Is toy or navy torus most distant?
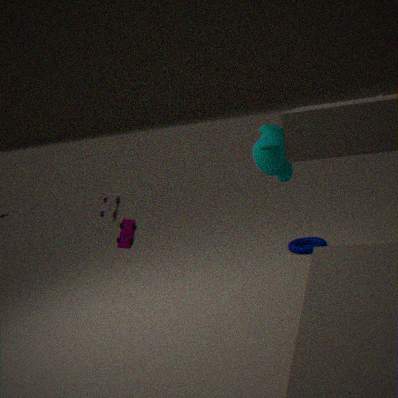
navy torus
